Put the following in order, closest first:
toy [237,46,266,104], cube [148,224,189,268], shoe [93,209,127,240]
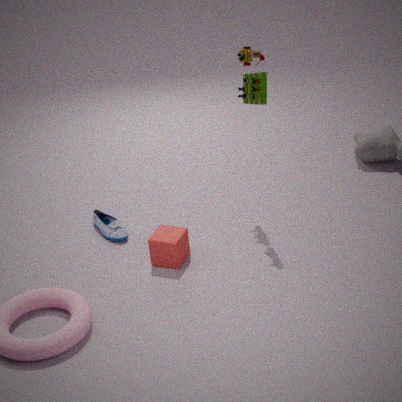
toy [237,46,266,104] → cube [148,224,189,268] → shoe [93,209,127,240]
